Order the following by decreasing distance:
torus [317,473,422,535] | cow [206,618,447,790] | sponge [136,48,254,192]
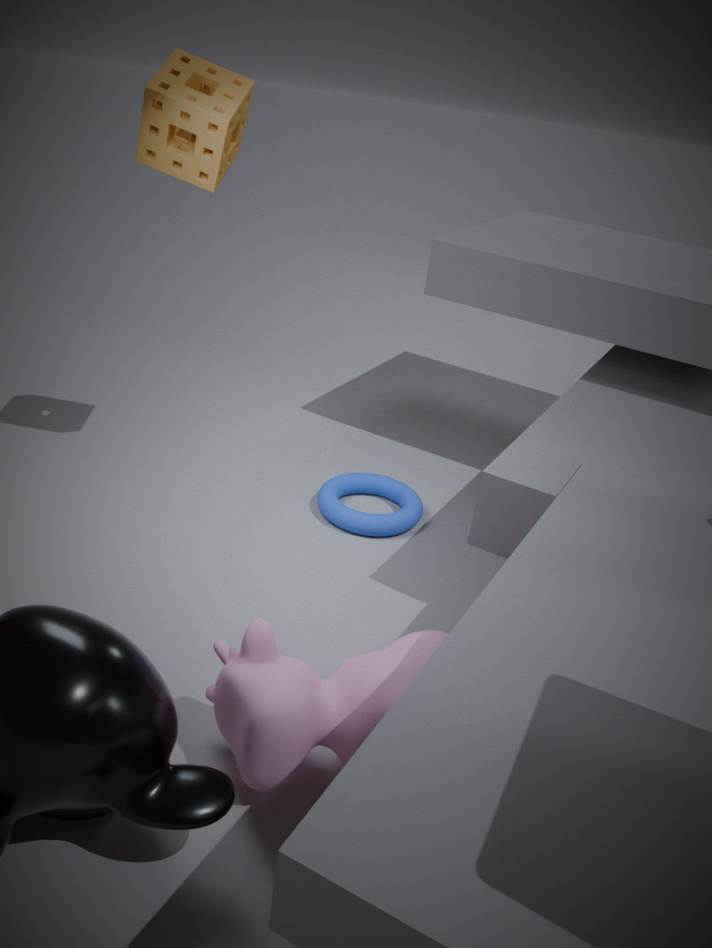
torus [317,473,422,535], sponge [136,48,254,192], cow [206,618,447,790]
